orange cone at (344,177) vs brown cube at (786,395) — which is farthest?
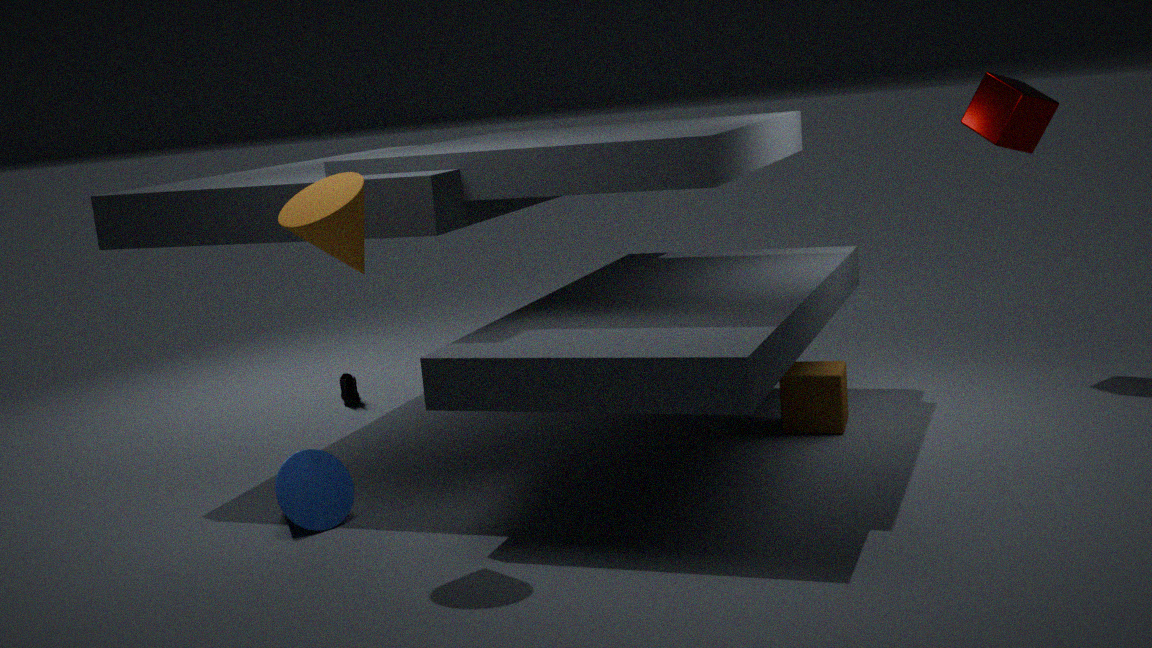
brown cube at (786,395)
